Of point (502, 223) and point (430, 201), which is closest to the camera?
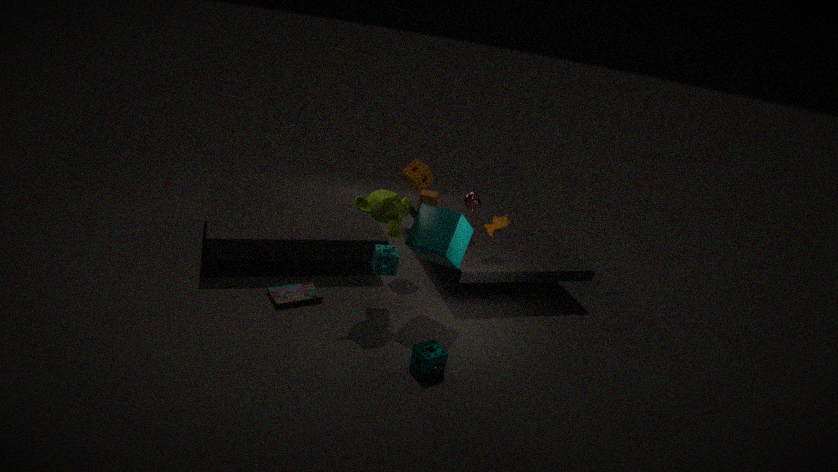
point (502, 223)
